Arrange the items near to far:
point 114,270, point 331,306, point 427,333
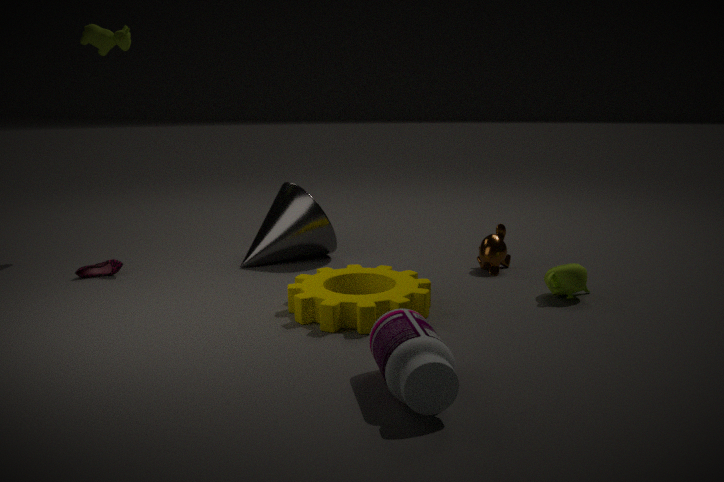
1. point 427,333
2. point 331,306
3. point 114,270
